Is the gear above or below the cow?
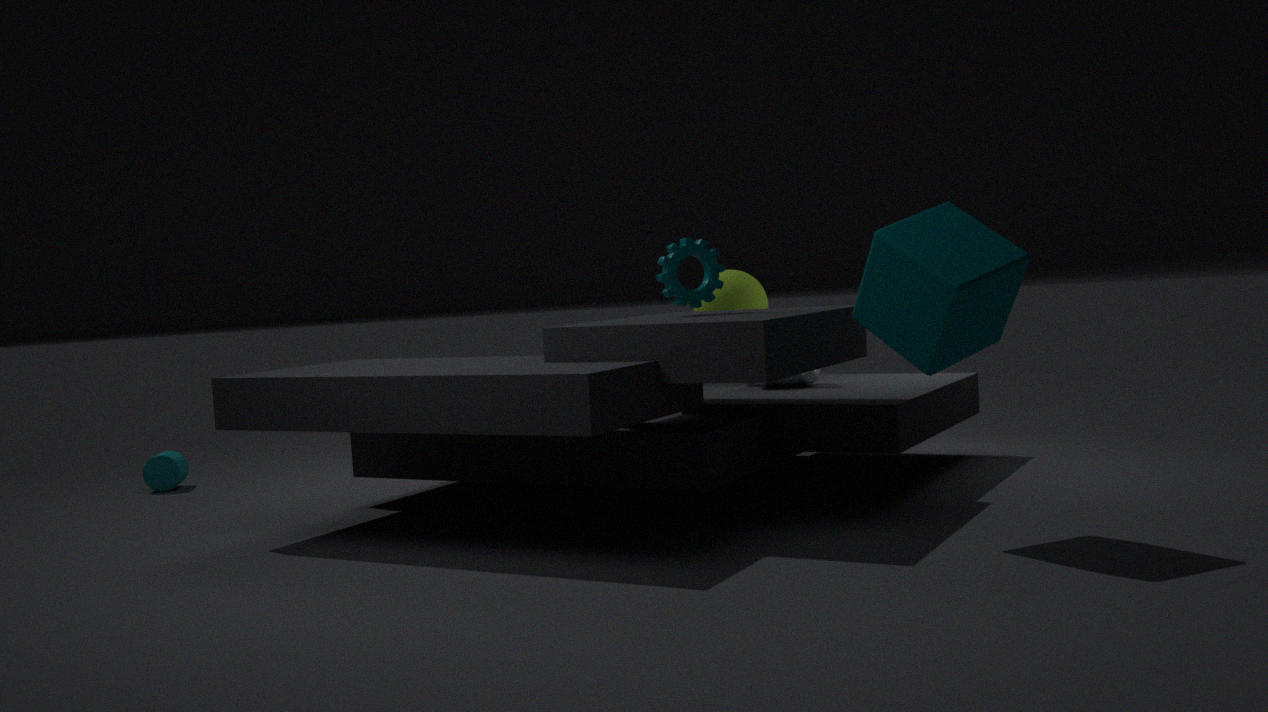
above
